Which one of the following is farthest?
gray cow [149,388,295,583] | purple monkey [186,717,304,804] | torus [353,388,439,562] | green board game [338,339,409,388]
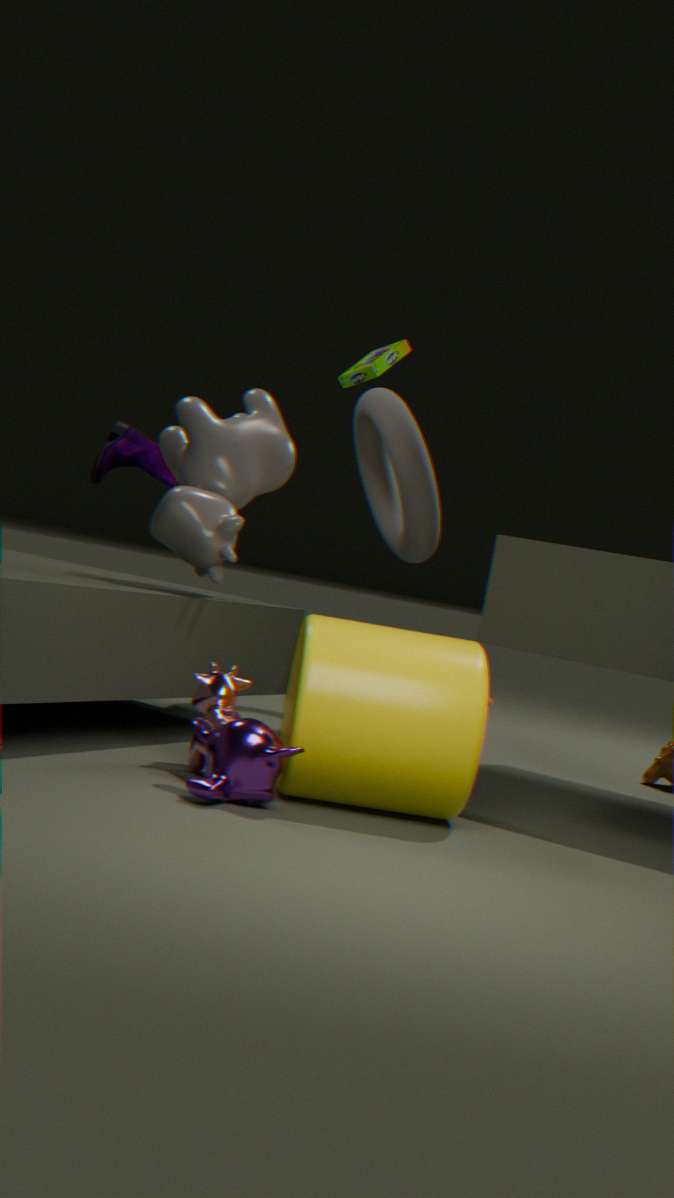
green board game [338,339,409,388]
